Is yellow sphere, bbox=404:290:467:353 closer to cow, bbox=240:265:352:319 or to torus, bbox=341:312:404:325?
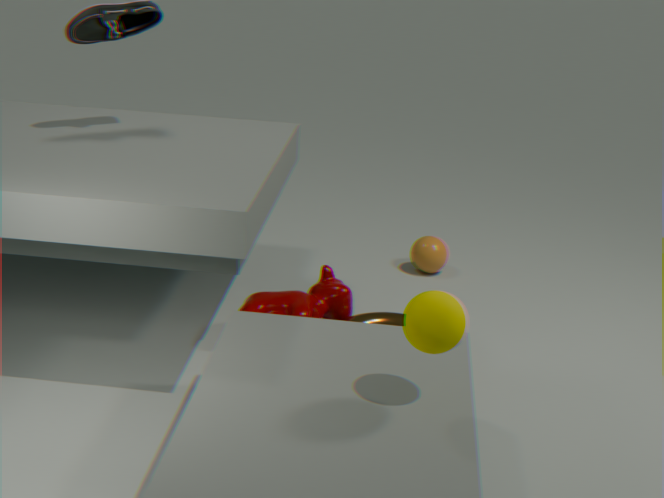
torus, bbox=341:312:404:325
